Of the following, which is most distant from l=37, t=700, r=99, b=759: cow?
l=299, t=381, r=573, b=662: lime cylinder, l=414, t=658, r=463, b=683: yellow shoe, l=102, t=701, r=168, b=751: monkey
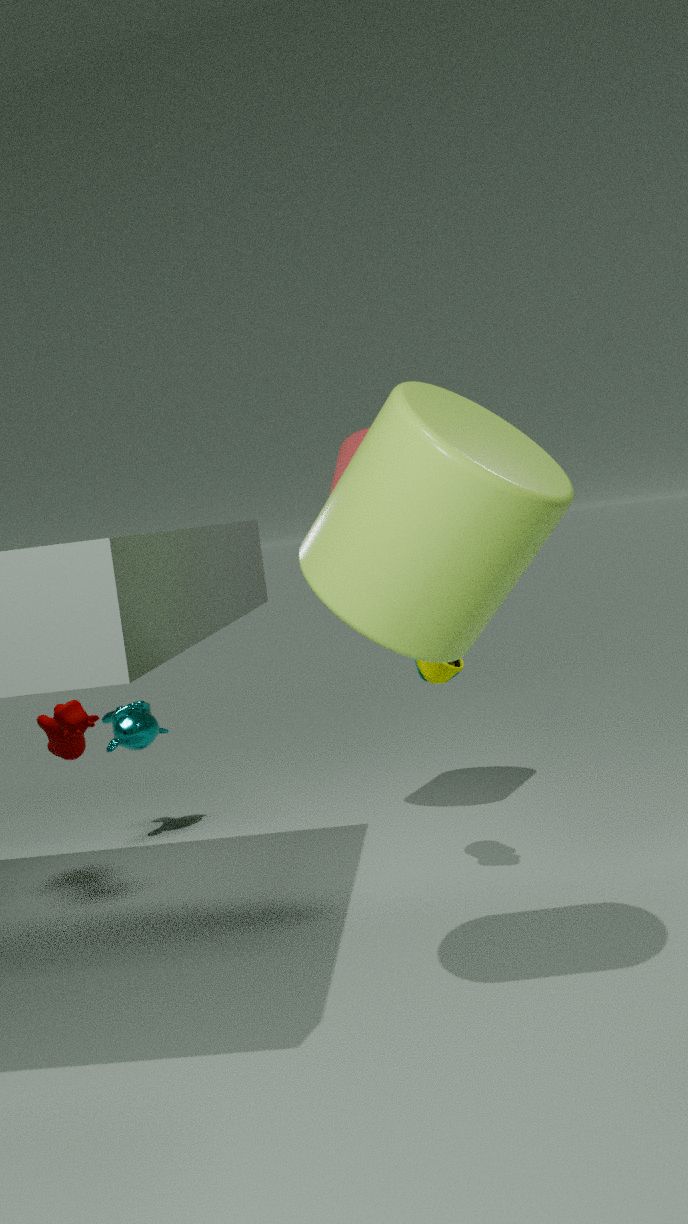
l=299, t=381, r=573, b=662: lime cylinder
